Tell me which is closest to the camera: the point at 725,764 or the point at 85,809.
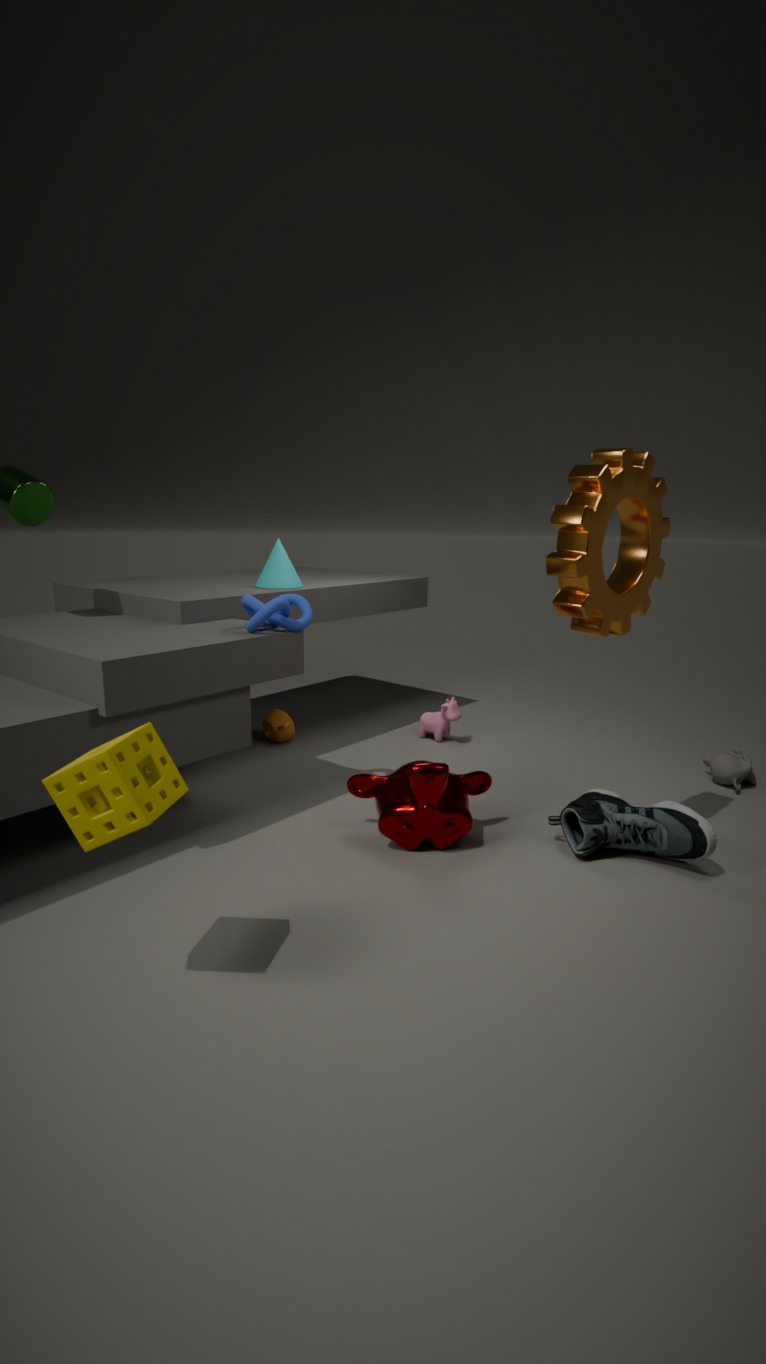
the point at 85,809
